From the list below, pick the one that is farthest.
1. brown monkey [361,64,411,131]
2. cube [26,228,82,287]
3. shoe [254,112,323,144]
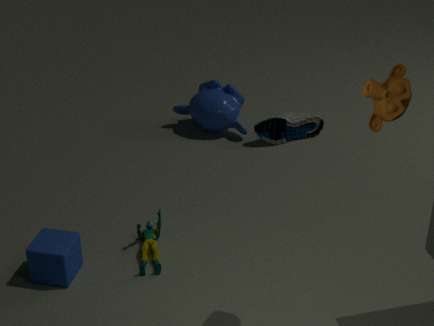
shoe [254,112,323,144]
